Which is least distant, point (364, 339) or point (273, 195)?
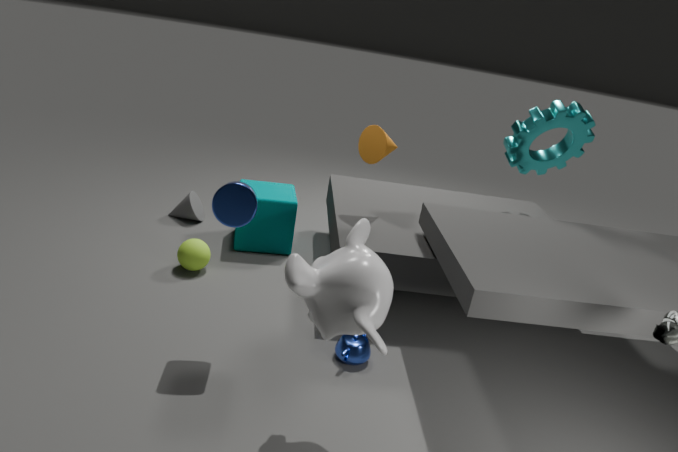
point (364, 339)
